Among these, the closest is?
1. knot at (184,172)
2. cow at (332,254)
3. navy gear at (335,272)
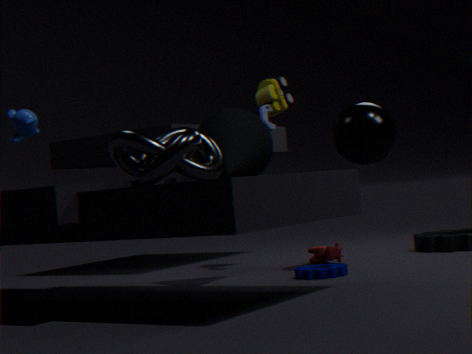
knot at (184,172)
